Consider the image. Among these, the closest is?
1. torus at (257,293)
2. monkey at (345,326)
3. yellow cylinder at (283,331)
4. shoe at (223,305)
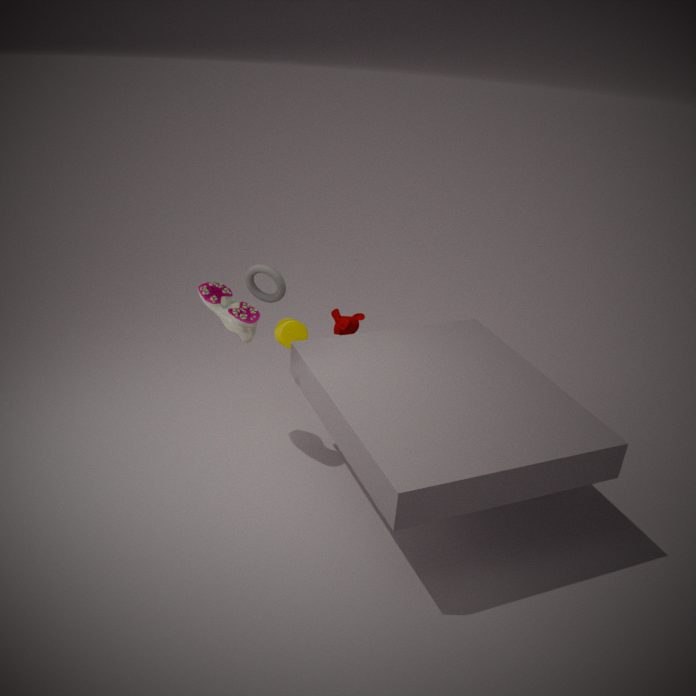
shoe at (223,305)
